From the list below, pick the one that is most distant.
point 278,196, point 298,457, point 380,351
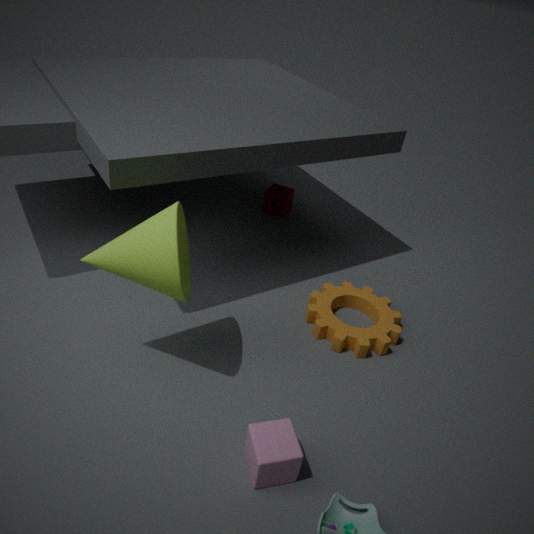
point 278,196
